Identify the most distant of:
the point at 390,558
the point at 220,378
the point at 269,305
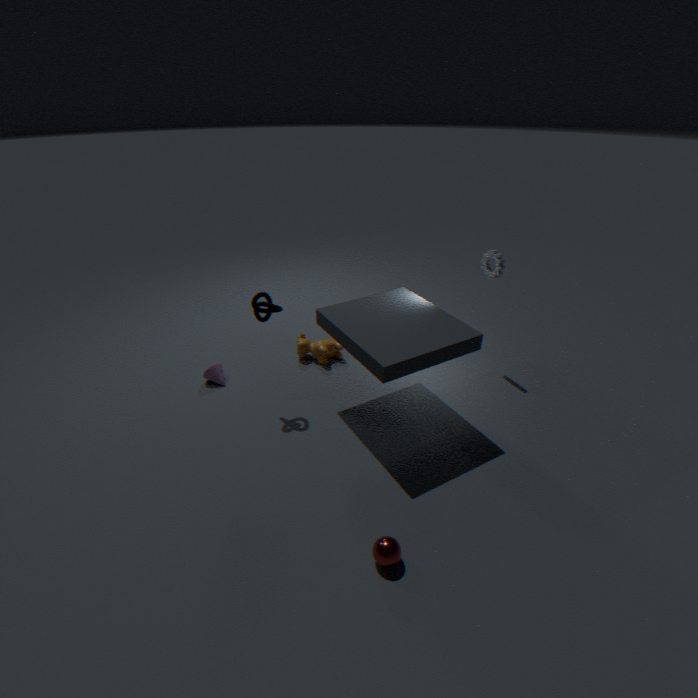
the point at 220,378
